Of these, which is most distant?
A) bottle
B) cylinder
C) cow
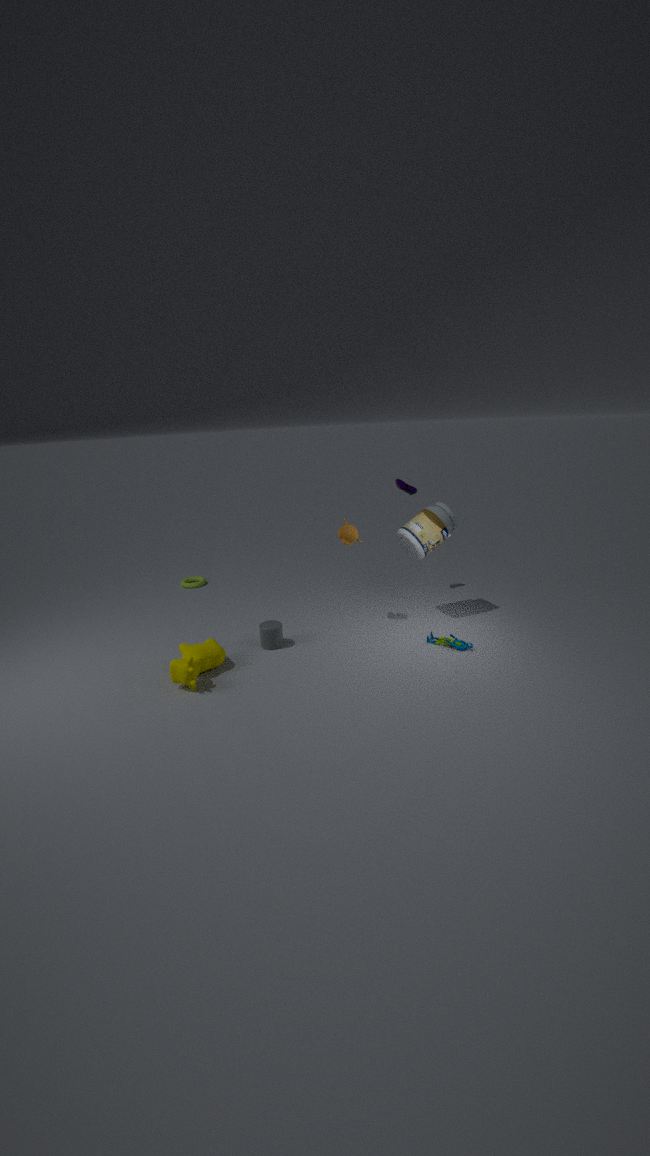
bottle
